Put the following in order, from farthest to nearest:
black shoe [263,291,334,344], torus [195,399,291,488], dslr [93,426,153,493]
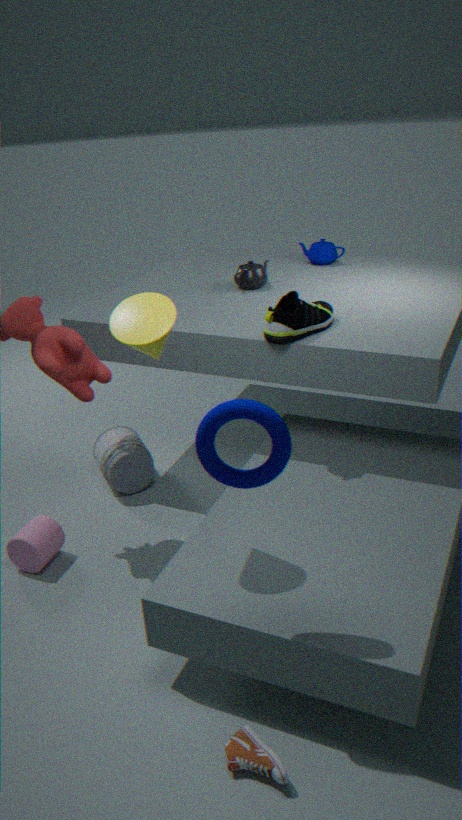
dslr [93,426,153,493] → black shoe [263,291,334,344] → torus [195,399,291,488]
